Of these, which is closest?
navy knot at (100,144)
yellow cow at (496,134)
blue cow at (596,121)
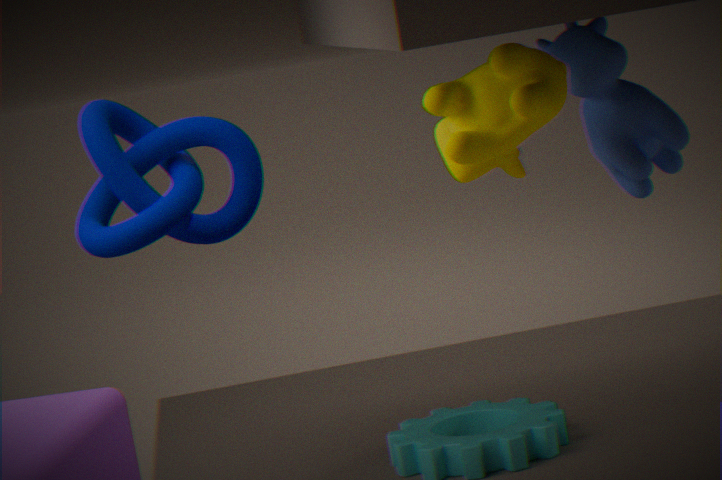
yellow cow at (496,134)
